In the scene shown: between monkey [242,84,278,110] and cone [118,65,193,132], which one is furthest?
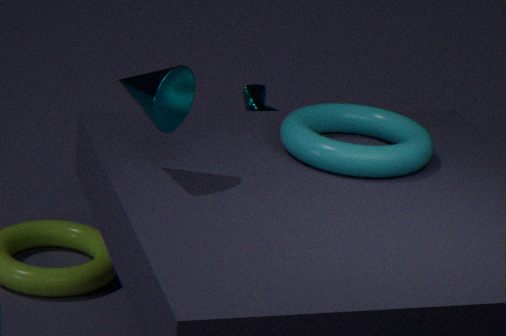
monkey [242,84,278,110]
